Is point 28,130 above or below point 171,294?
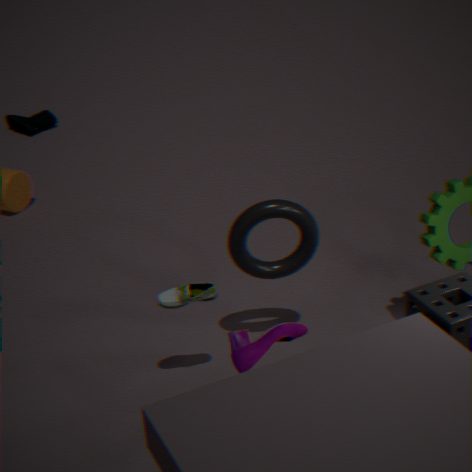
below
